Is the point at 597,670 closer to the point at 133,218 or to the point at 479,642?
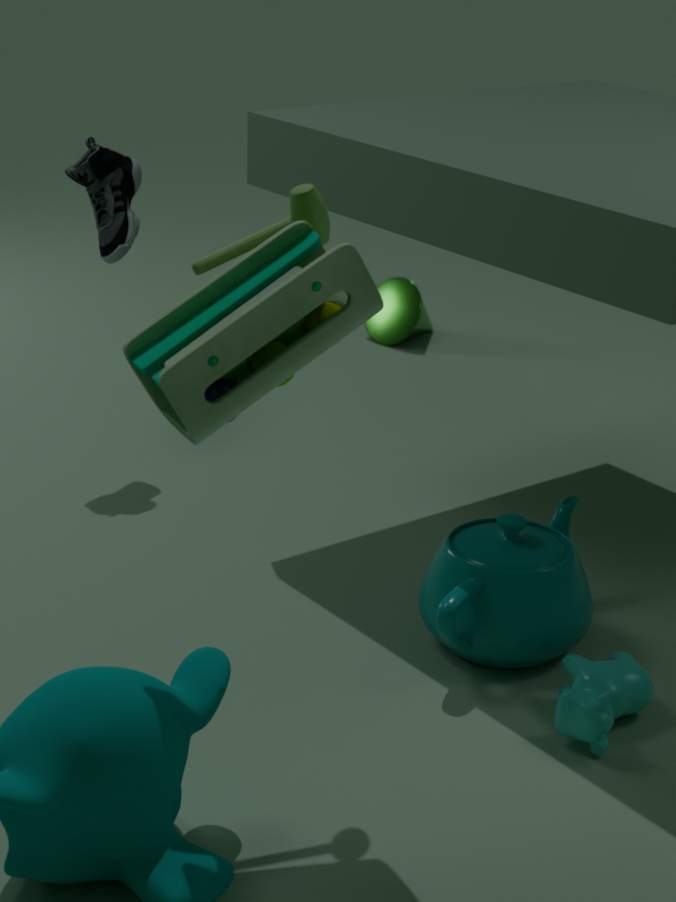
the point at 479,642
